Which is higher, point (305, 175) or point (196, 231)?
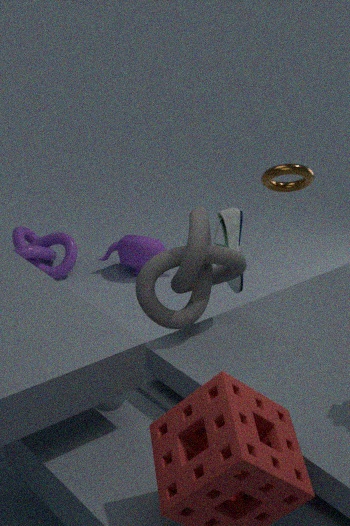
point (305, 175)
